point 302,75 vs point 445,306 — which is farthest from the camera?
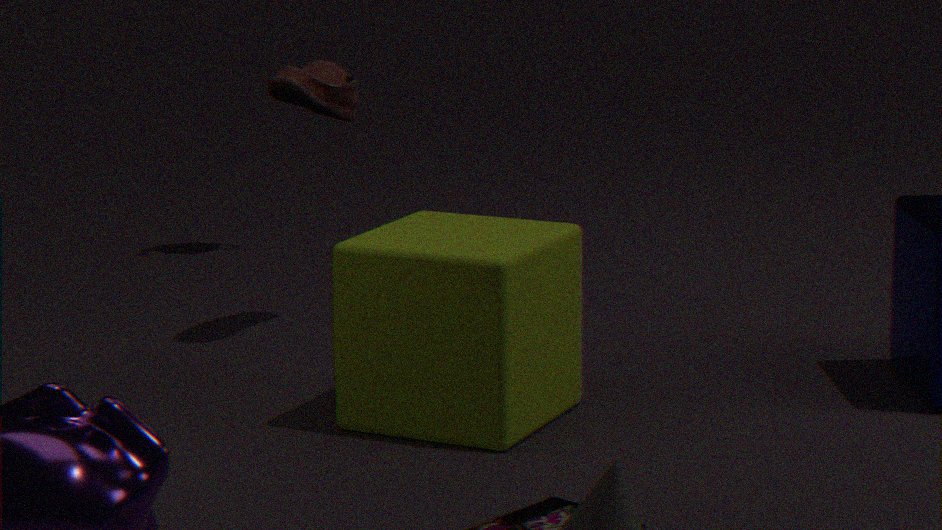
point 302,75
